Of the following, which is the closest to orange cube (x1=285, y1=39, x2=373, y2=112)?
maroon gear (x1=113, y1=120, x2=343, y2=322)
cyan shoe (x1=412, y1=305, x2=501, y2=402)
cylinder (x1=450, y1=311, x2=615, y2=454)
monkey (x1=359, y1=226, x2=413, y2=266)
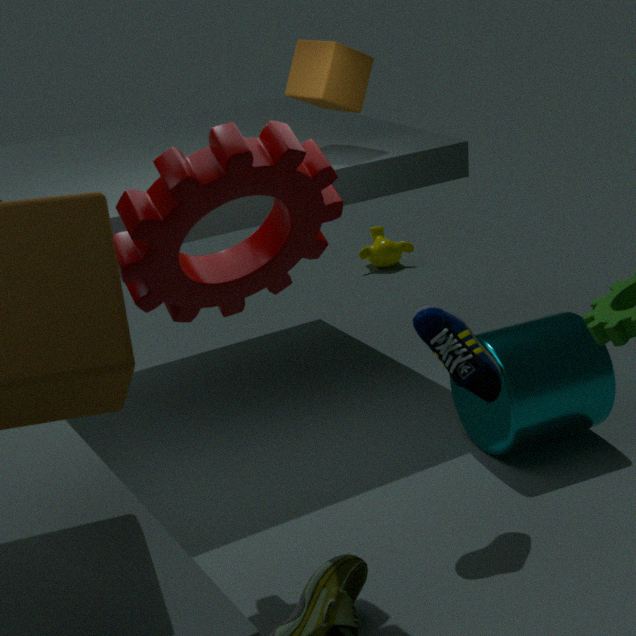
maroon gear (x1=113, y1=120, x2=343, y2=322)
